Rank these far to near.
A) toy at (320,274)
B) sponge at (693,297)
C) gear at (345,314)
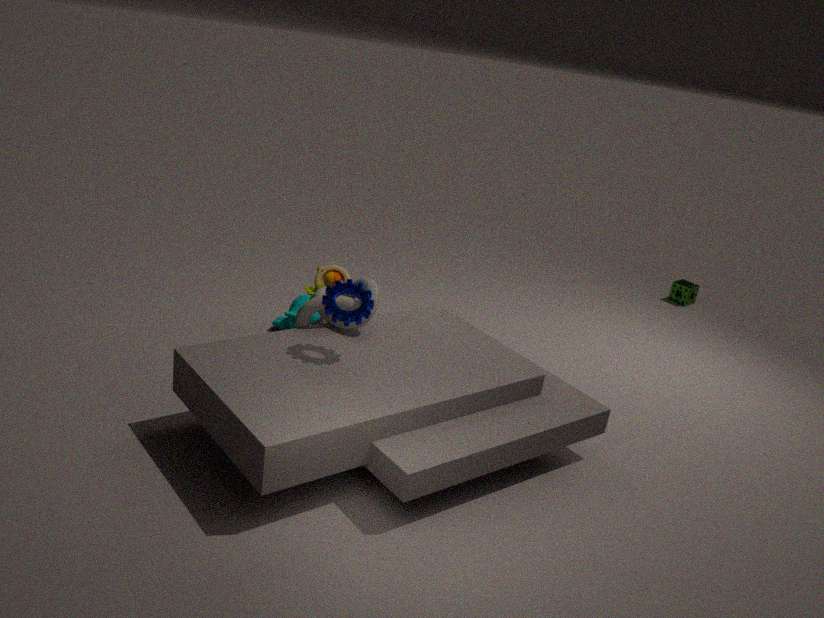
1. sponge at (693,297)
2. toy at (320,274)
3. gear at (345,314)
